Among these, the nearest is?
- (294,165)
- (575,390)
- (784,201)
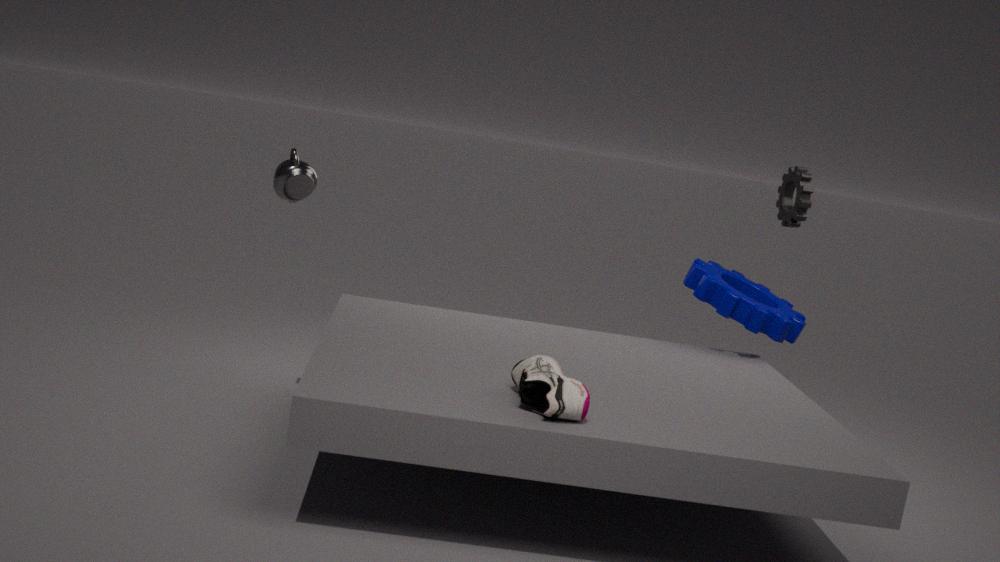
(575,390)
